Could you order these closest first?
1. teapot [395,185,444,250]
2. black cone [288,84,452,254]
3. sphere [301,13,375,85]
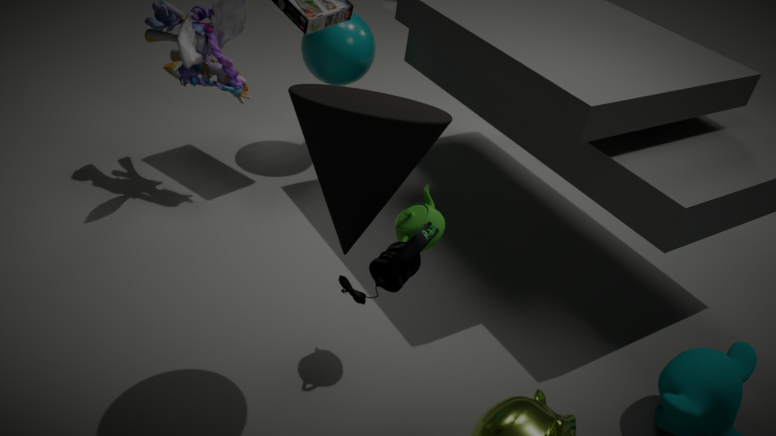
black cone [288,84,452,254] < teapot [395,185,444,250] < sphere [301,13,375,85]
